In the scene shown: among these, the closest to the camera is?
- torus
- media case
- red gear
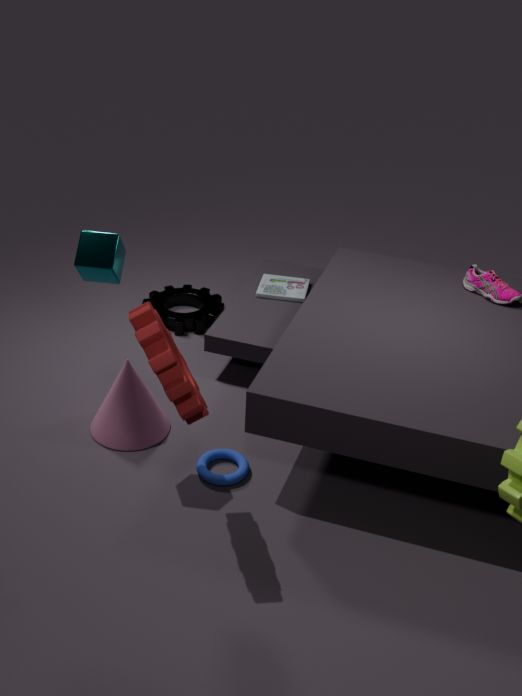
red gear
